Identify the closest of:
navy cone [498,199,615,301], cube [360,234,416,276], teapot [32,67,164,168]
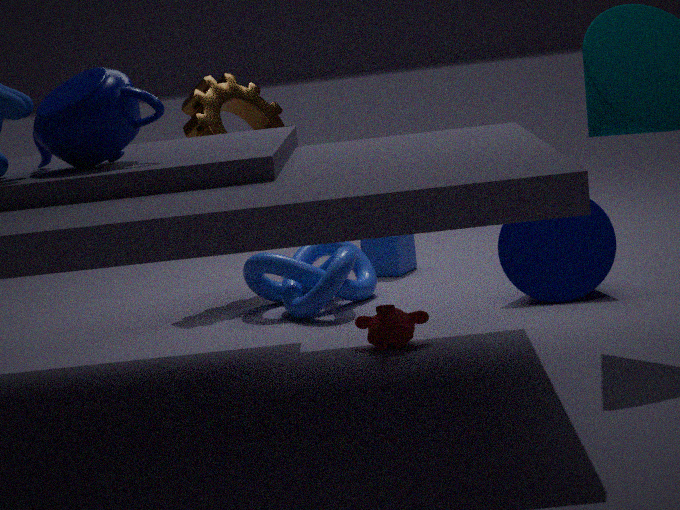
teapot [32,67,164,168]
